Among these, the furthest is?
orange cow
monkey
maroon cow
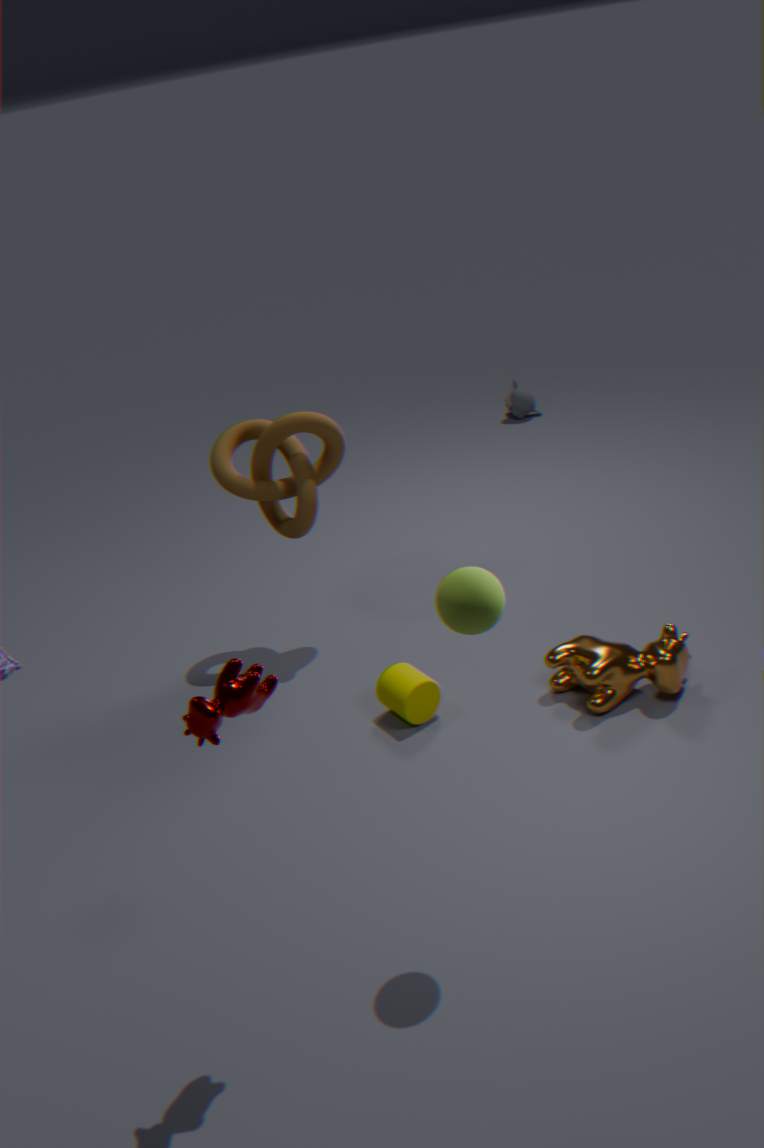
monkey
